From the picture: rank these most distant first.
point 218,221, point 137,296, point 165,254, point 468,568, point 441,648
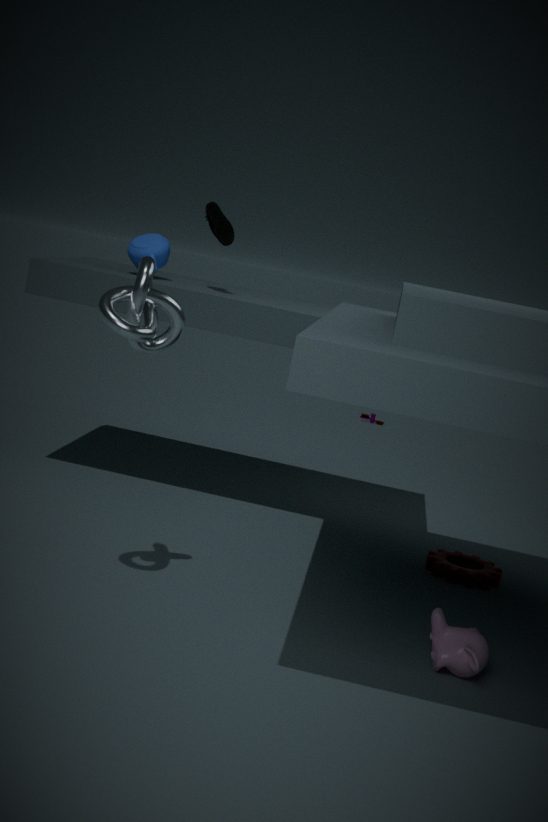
point 165,254 < point 218,221 < point 468,568 < point 441,648 < point 137,296
